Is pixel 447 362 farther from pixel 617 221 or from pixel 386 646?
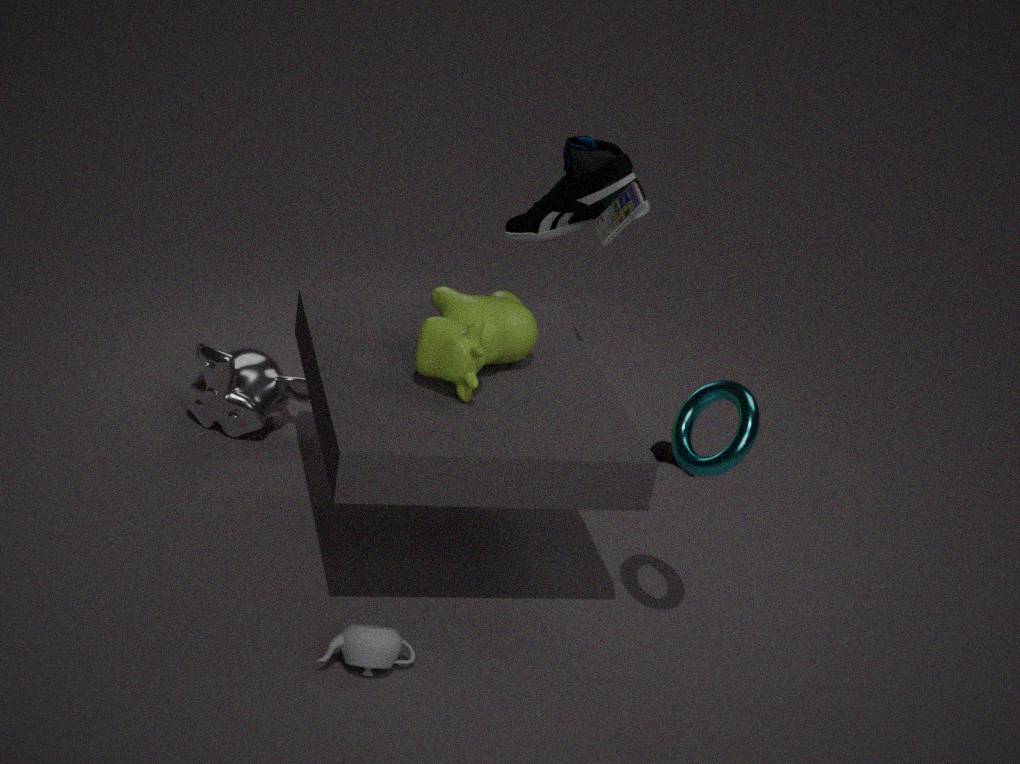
pixel 386 646
